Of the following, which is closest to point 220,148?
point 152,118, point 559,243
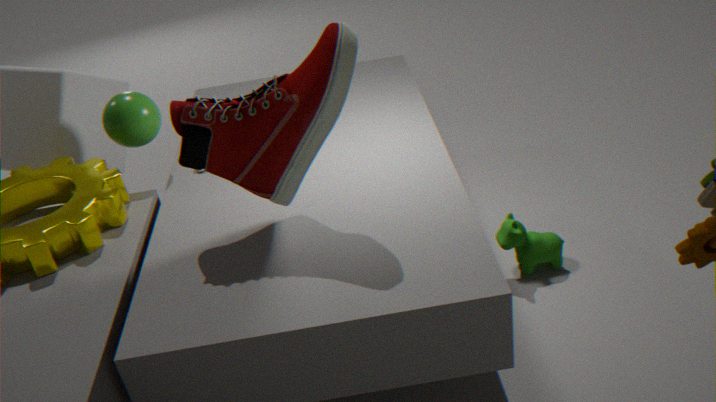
point 152,118
